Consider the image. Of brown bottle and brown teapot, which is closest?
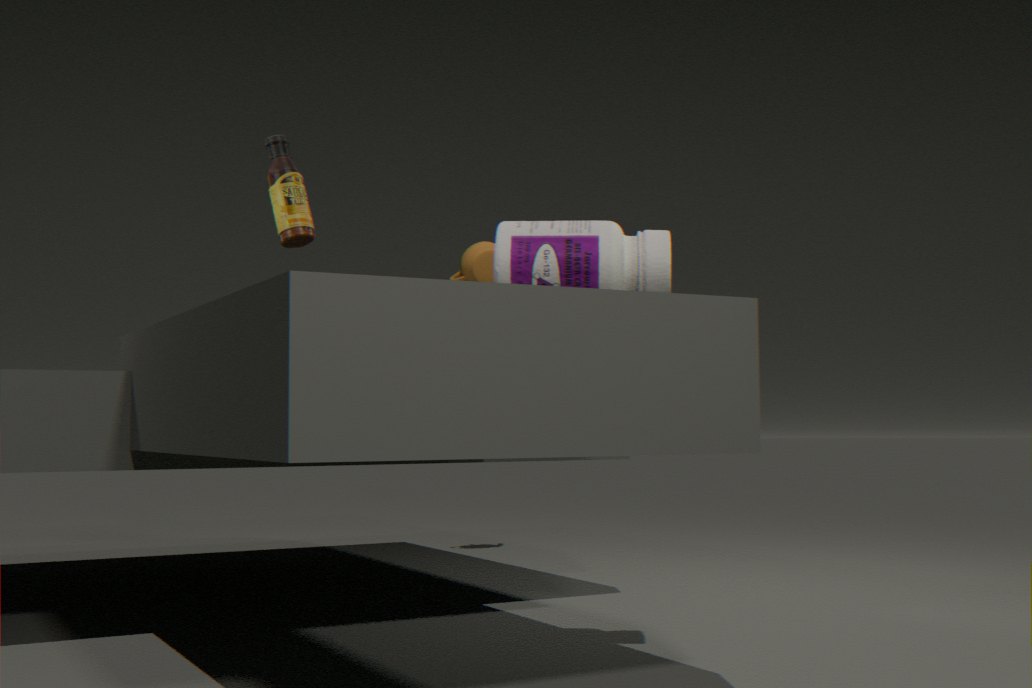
brown bottle
